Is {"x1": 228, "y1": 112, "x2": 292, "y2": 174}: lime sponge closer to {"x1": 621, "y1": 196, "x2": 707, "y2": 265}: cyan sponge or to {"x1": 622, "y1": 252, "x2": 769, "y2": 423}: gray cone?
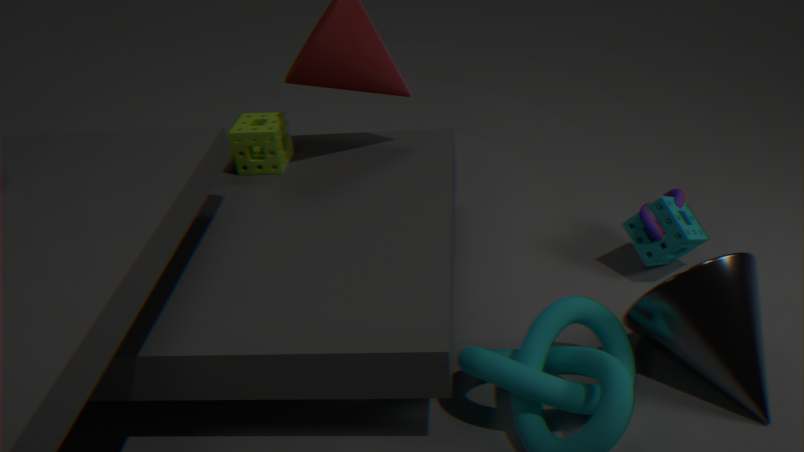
{"x1": 621, "y1": 196, "x2": 707, "y2": 265}: cyan sponge
